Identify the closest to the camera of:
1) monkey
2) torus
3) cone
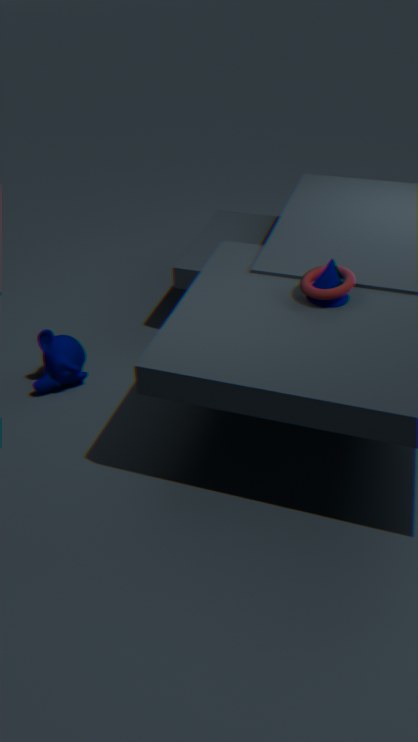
2. torus
